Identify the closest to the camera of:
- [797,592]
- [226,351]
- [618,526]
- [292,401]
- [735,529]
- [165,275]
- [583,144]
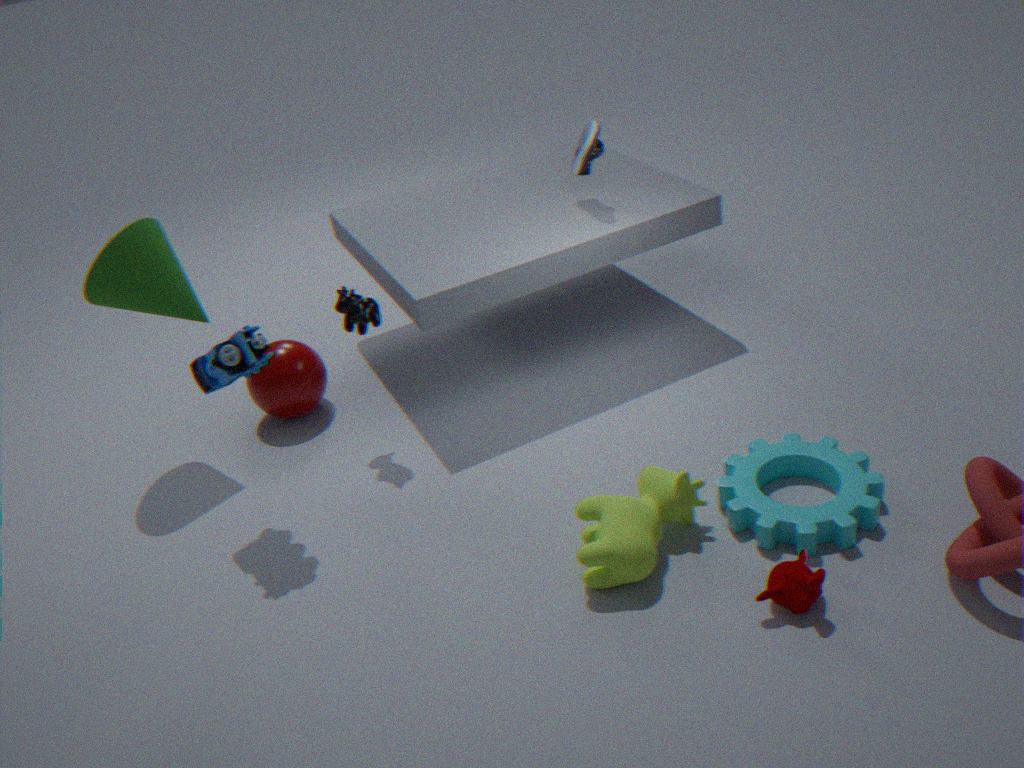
[797,592]
